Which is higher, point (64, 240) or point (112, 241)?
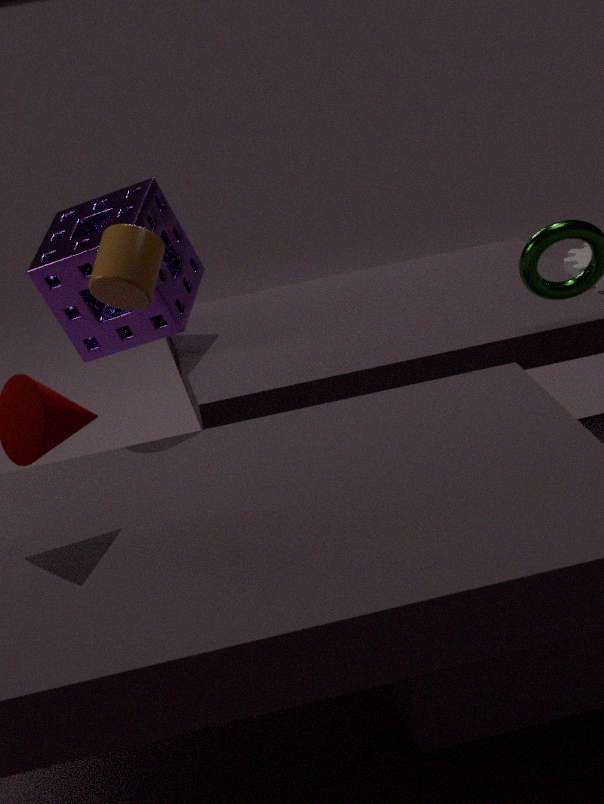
point (112, 241)
